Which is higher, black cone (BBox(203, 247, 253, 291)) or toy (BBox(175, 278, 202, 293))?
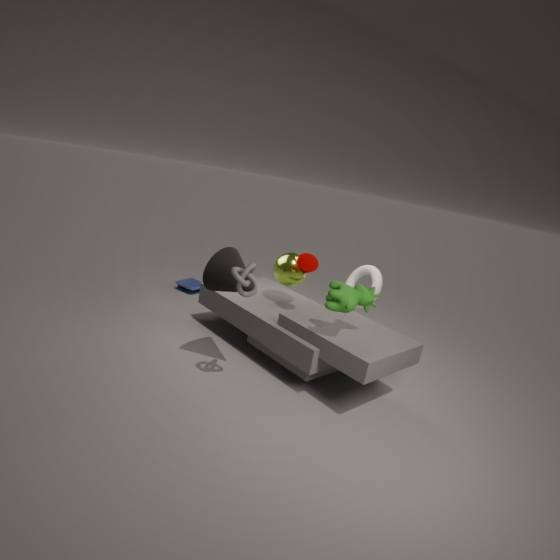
black cone (BBox(203, 247, 253, 291))
